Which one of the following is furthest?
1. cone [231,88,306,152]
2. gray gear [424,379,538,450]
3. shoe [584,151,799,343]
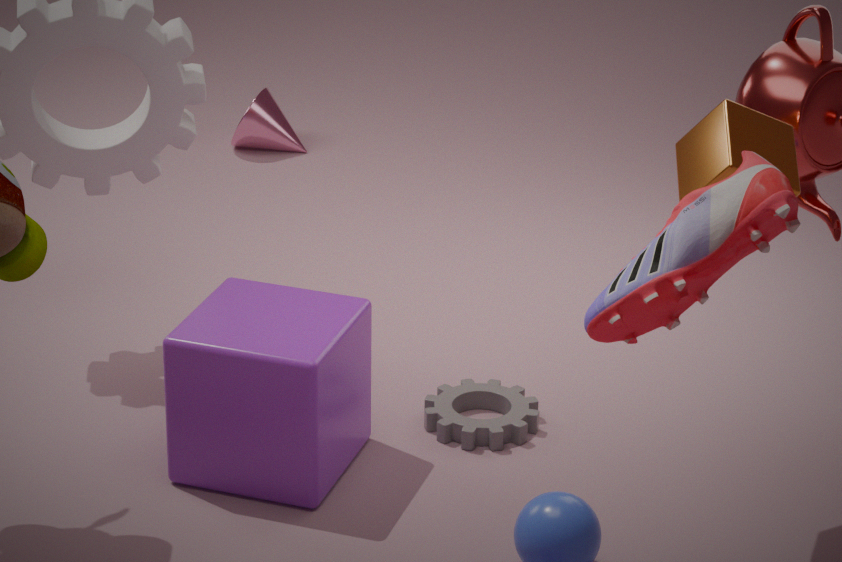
cone [231,88,306,152]
